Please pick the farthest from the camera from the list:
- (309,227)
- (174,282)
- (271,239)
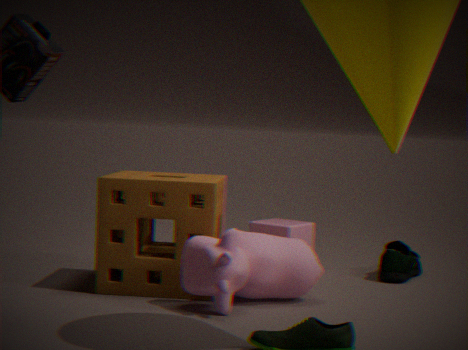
(309,227)
